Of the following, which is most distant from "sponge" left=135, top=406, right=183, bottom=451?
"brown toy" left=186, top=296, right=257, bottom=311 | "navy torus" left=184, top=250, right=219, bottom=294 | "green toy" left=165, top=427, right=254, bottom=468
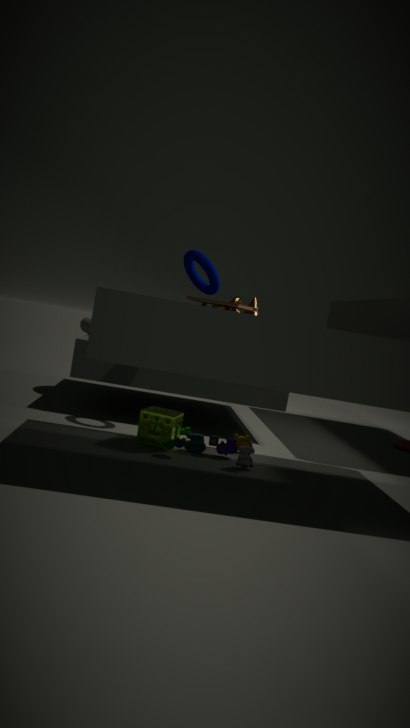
"navy torus" left=184, top=250, right=219, bottom=294
